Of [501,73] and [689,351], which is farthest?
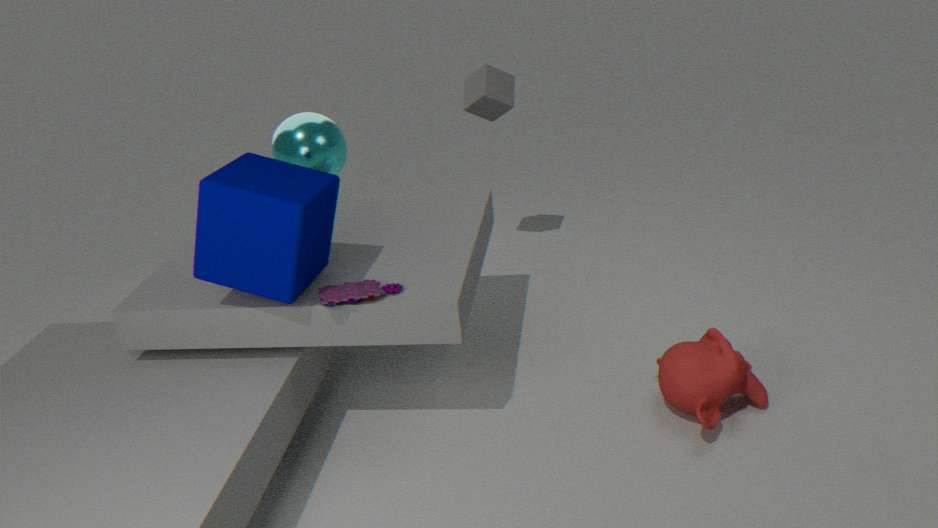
[501,73]
